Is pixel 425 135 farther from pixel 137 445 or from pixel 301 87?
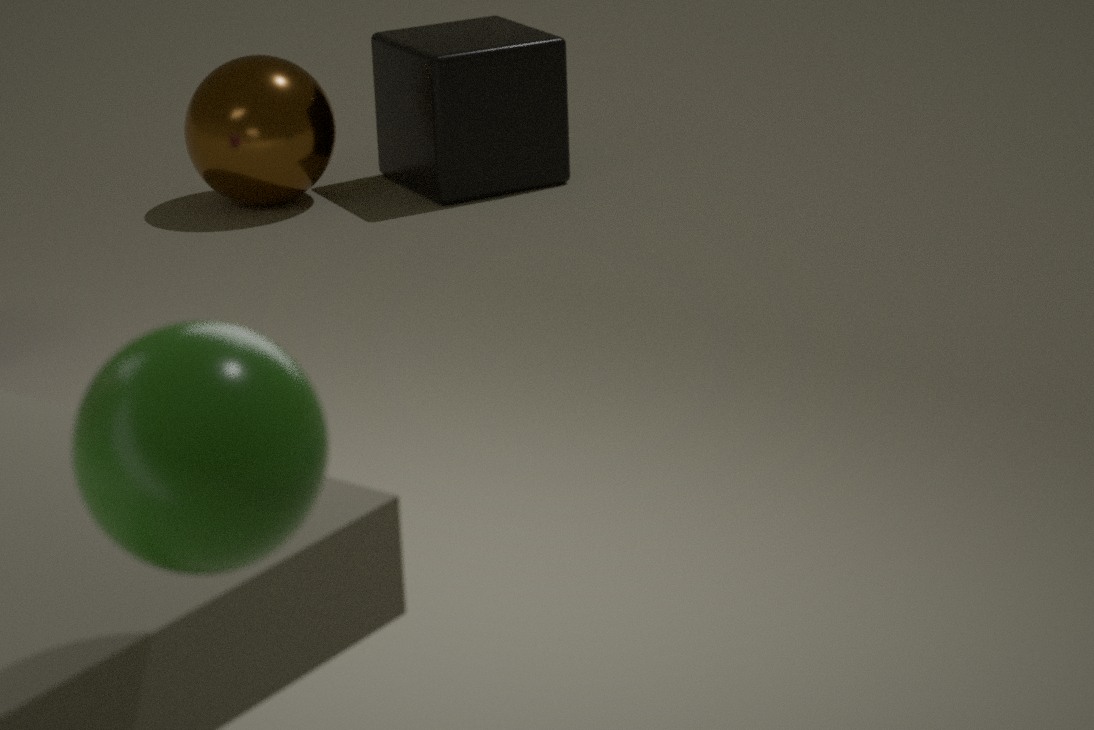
pixel 137 445
